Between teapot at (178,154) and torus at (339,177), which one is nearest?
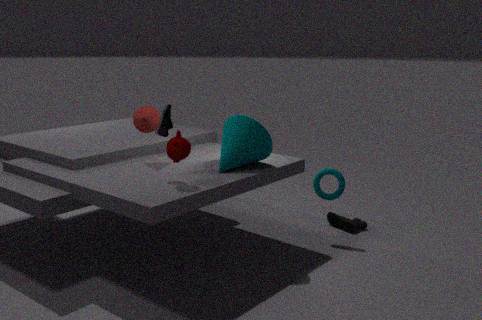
teapot at (178,154)
